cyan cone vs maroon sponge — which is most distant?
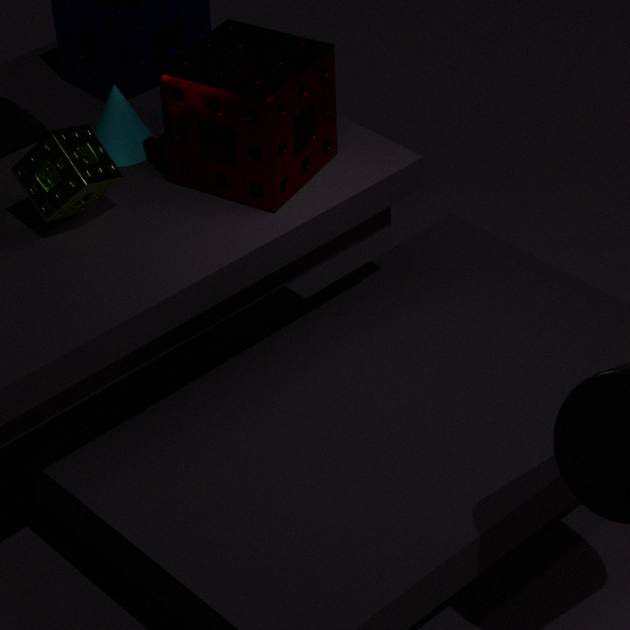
cyan cone
